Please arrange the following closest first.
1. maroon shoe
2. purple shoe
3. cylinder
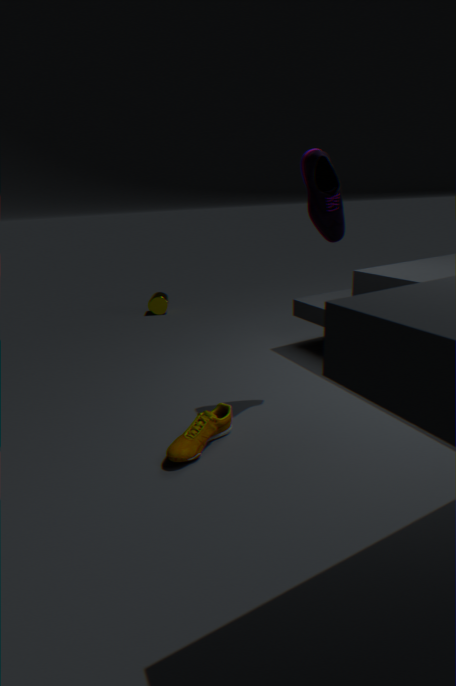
A: 1. maroon shoe
2. purple shoe
3. cylinder
